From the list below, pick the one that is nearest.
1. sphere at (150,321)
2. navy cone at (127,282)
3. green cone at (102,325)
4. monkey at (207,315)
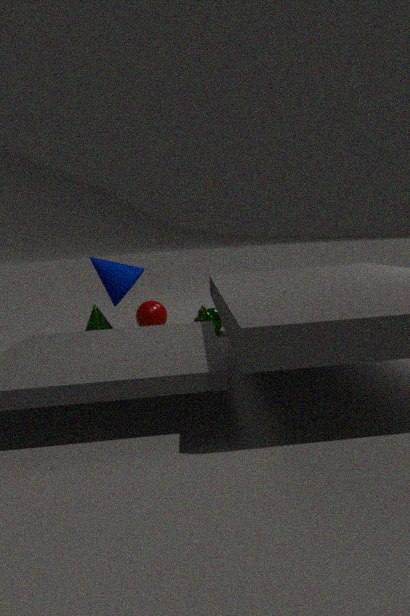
navy cone at (127,282)
